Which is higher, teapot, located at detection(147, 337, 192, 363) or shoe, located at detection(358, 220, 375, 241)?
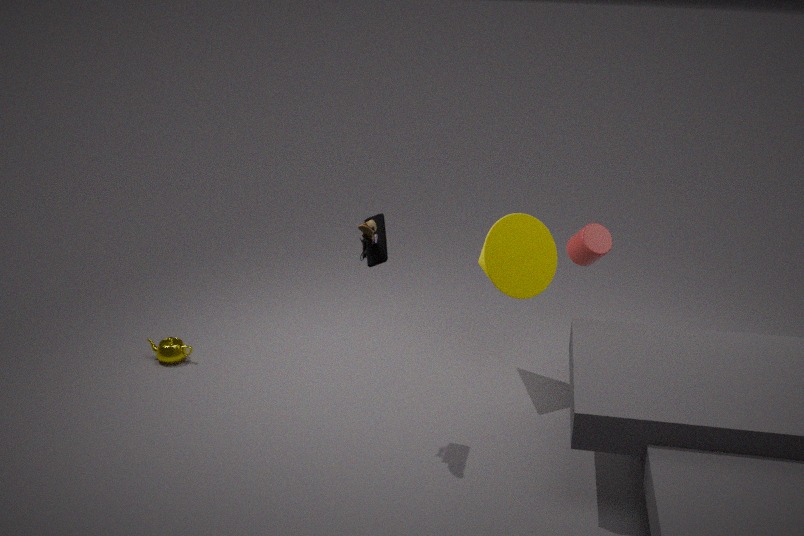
shoe, located at detection(358, 220, 375, 241)
